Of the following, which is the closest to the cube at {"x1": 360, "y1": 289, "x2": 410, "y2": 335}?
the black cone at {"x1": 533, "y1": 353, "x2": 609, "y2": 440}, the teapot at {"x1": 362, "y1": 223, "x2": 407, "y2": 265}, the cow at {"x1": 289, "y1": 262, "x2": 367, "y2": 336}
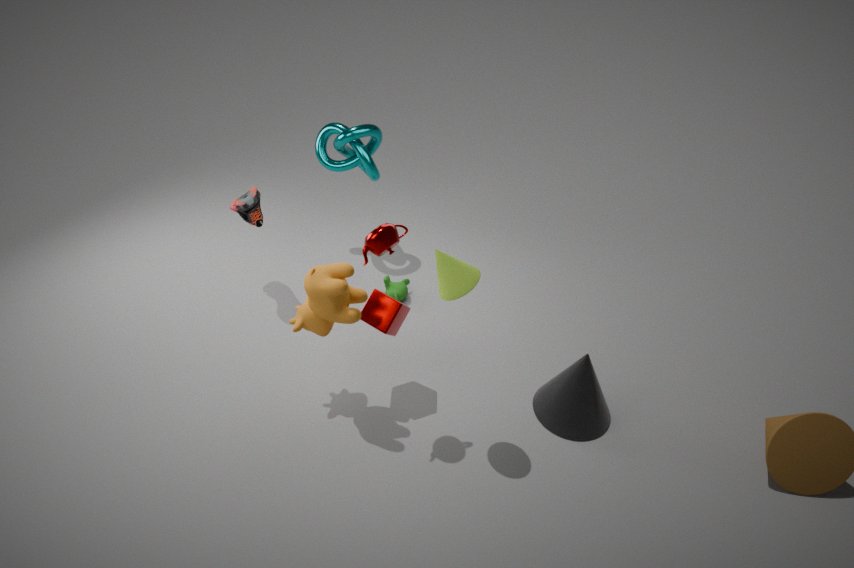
the cow at {"x1": 289, "y1": 262, "x2": 367, "y2": 336}
